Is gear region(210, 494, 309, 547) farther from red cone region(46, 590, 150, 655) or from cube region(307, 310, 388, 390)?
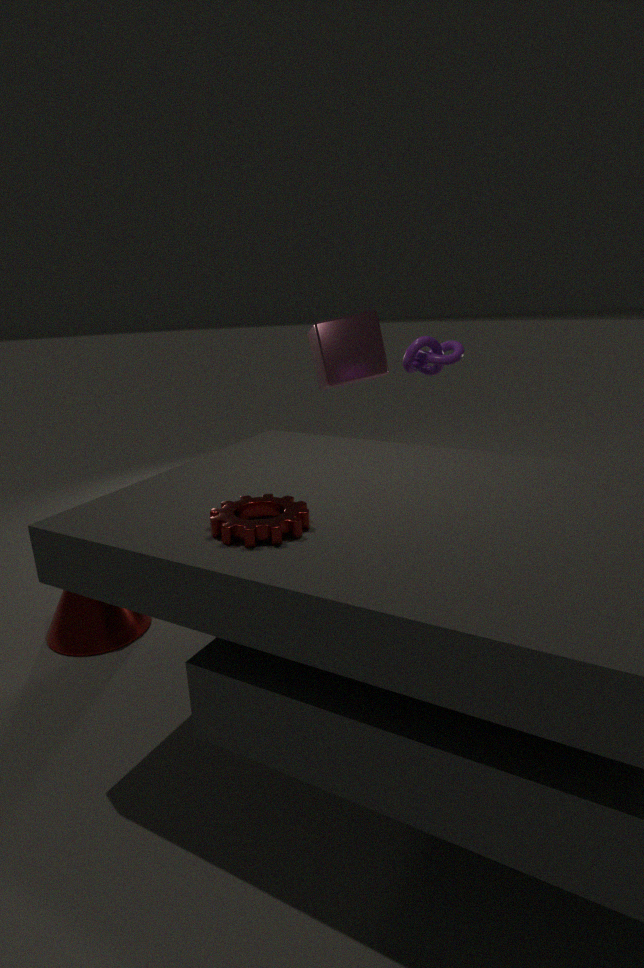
cube region(307, 310, 388, 390)
